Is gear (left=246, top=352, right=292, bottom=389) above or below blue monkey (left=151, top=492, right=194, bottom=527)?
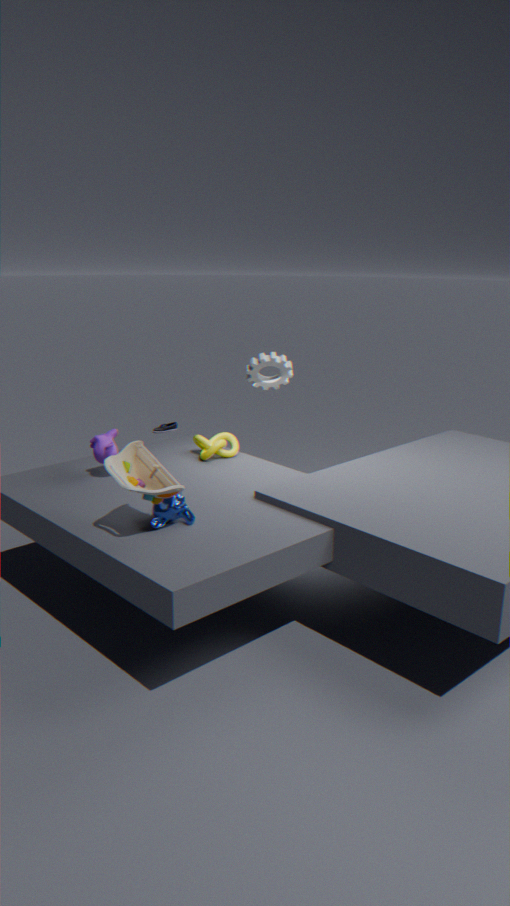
above
